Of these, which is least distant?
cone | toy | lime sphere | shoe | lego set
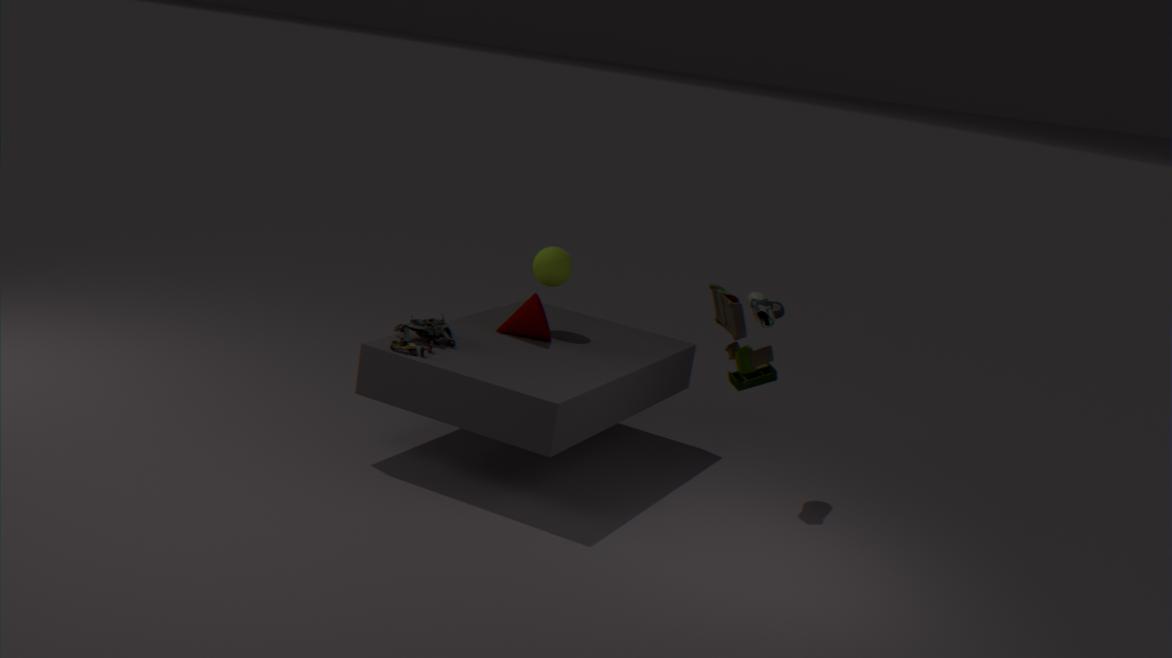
toy
